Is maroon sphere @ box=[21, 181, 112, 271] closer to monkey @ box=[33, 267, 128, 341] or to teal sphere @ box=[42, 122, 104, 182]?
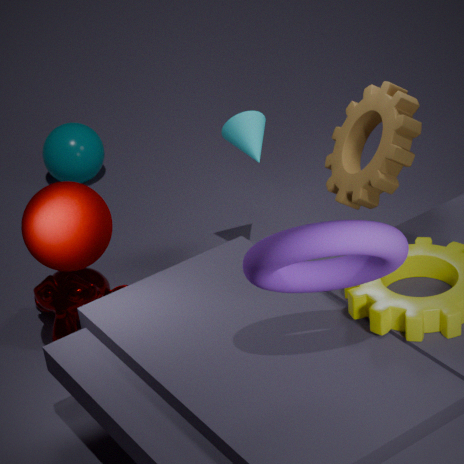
monkey @ box=[33, 267, 128, 341]
